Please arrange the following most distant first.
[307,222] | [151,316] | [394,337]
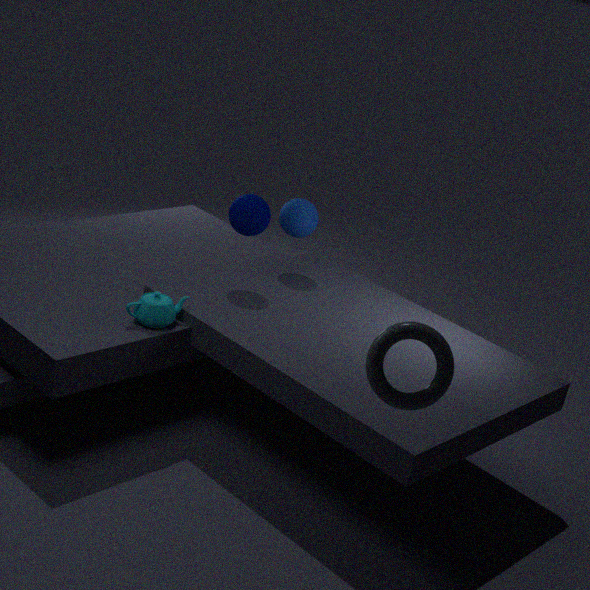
[307,222] → [151,316] → [394,337]
